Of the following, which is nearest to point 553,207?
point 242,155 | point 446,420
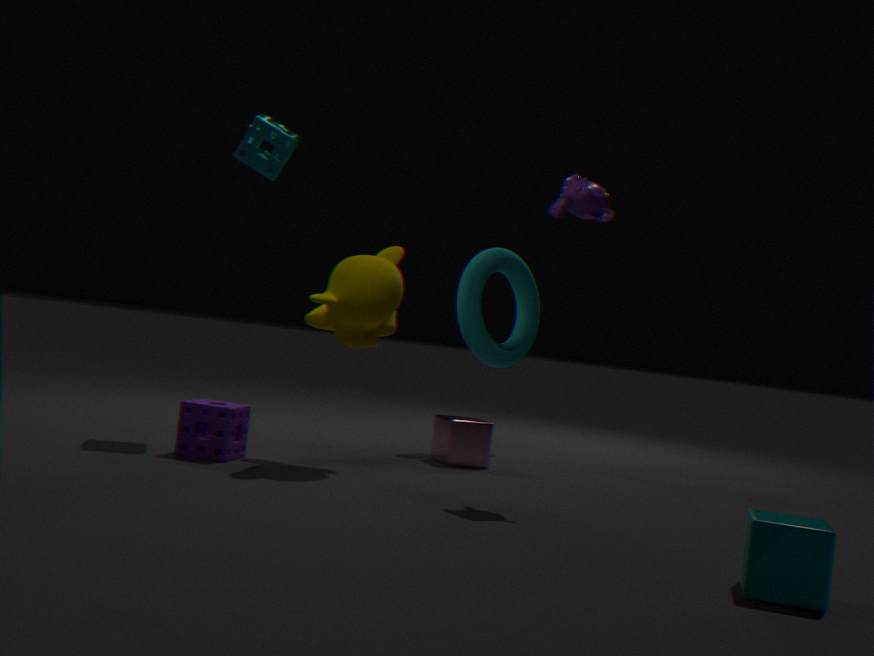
Answer: point 446,420
